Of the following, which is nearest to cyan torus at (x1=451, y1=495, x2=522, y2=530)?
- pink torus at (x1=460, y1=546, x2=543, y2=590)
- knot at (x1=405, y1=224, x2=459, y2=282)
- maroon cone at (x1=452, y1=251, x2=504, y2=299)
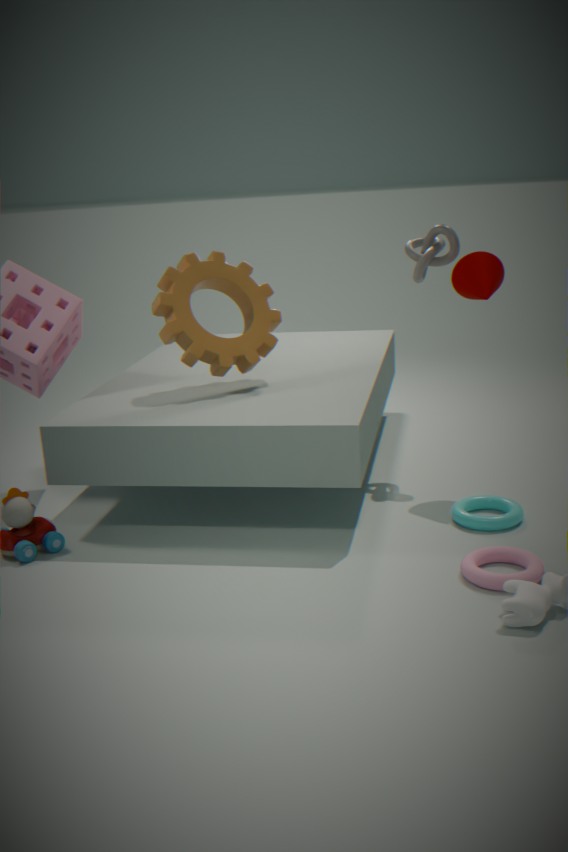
pink torus at (x1=460, y1=546, x2=543, y2=590)
